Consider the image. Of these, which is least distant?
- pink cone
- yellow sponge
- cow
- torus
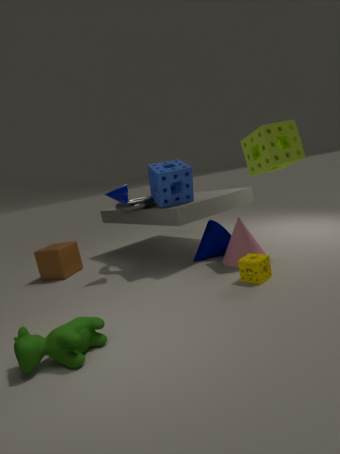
cow
